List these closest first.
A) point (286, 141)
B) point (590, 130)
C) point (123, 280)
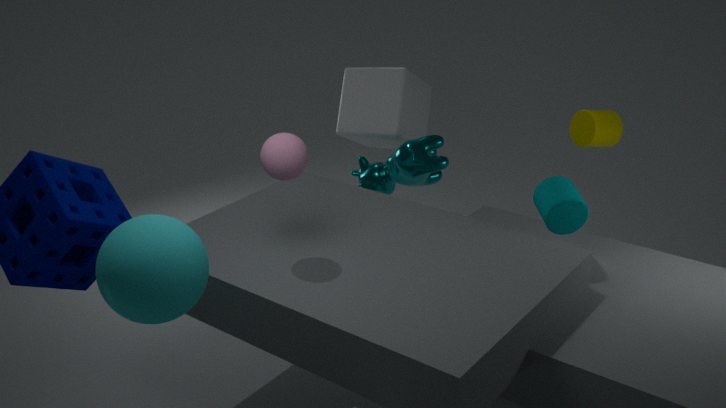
1. point (123, 280)
2. point (286, 141)
3. point (590, 130)
